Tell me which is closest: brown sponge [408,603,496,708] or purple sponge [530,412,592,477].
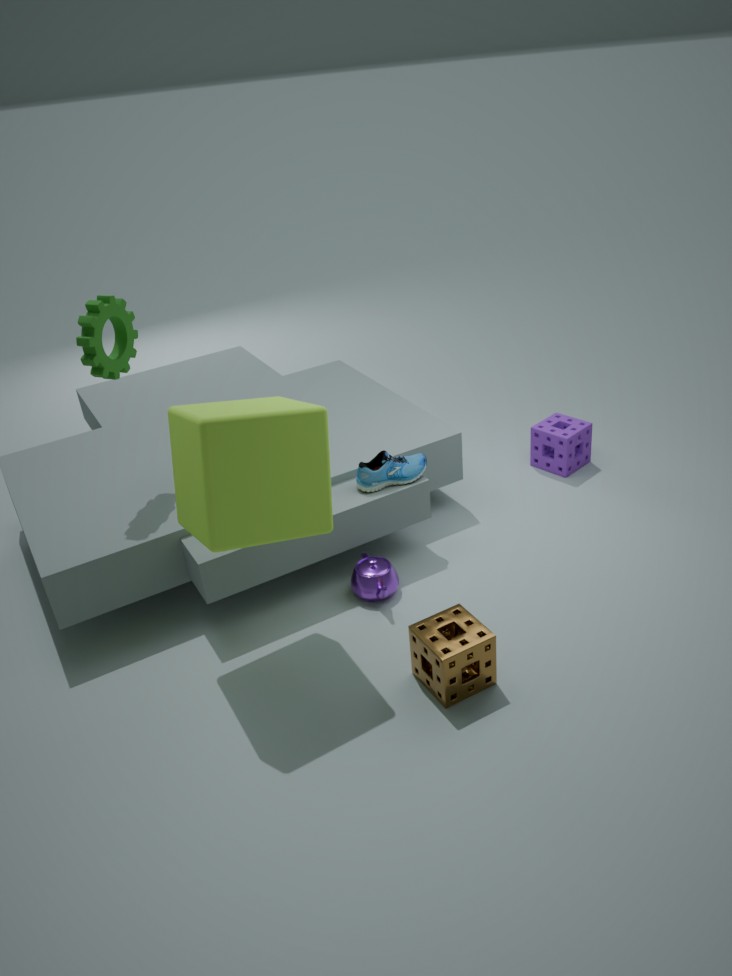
brown sponge [408,603,496,708]
